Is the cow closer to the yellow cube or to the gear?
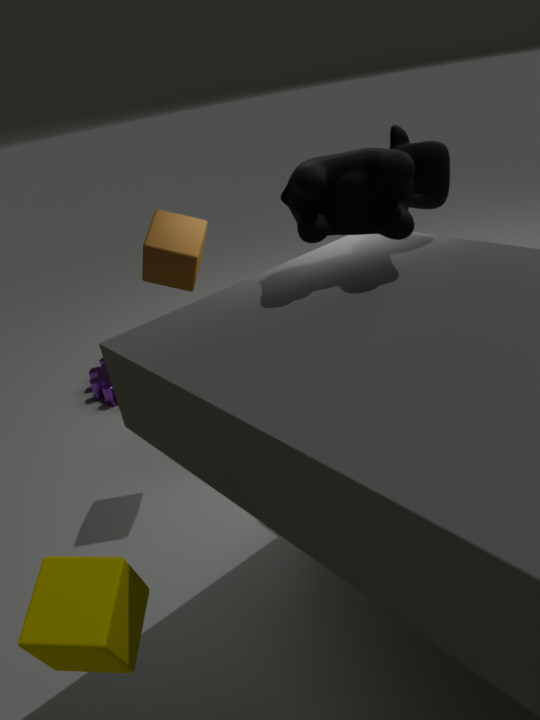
the yellow cube
